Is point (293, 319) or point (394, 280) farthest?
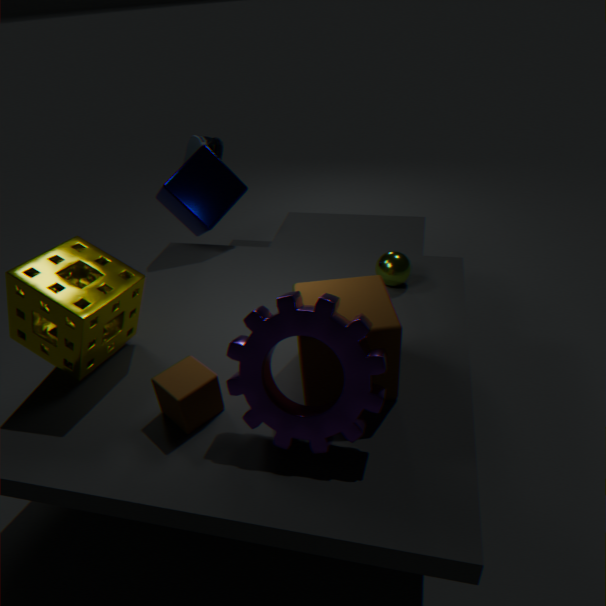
point (394, 280)
